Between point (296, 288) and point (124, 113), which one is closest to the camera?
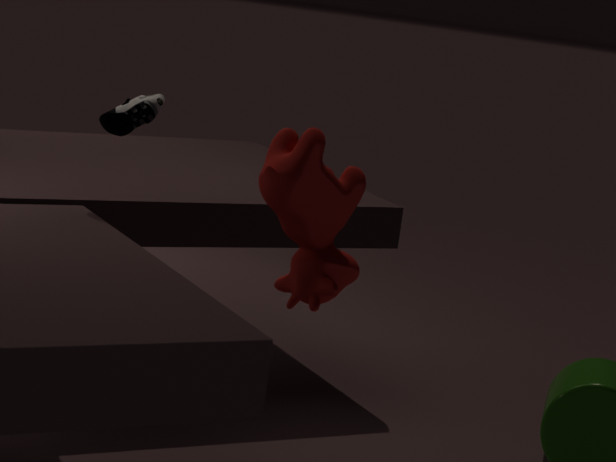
point (296, 288)
